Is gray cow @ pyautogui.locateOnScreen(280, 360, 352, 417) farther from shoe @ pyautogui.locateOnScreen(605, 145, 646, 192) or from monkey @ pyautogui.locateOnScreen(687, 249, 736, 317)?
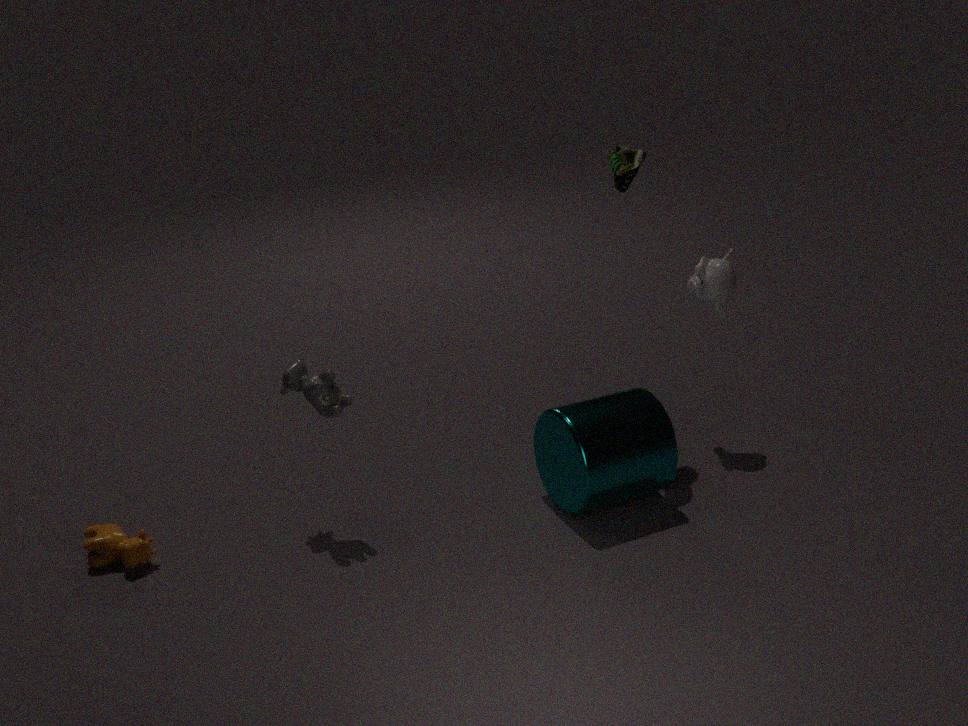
monkey @ pyautogui.locateOnScreen(687, 249, 736, 317)
